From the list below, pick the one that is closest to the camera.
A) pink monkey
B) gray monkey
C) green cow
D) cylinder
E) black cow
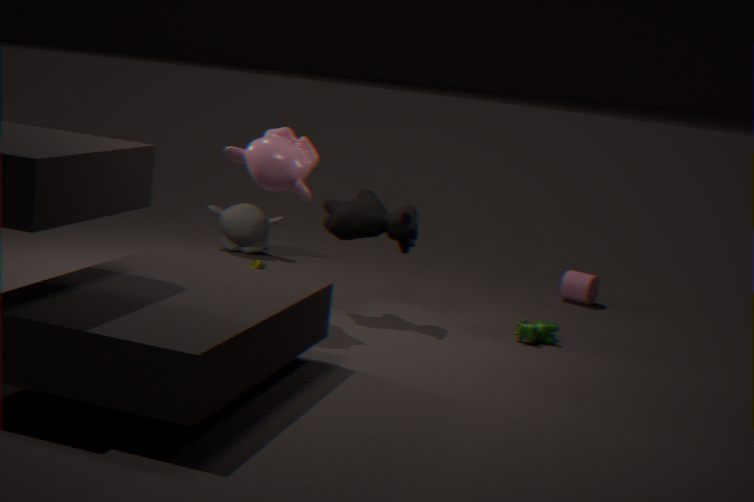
pink monkey
